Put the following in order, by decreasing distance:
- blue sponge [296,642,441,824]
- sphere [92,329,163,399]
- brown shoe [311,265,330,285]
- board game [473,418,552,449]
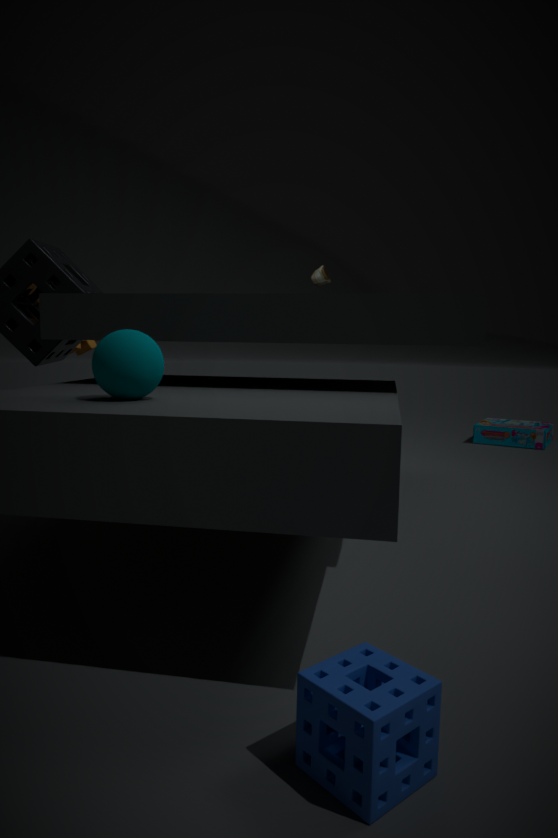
1. board game [473,418,552,449]
2. brown shoe [311,265,330,285]
3. sphere [92,329,163,399]
4. blue sponge [296,642,441,824]
